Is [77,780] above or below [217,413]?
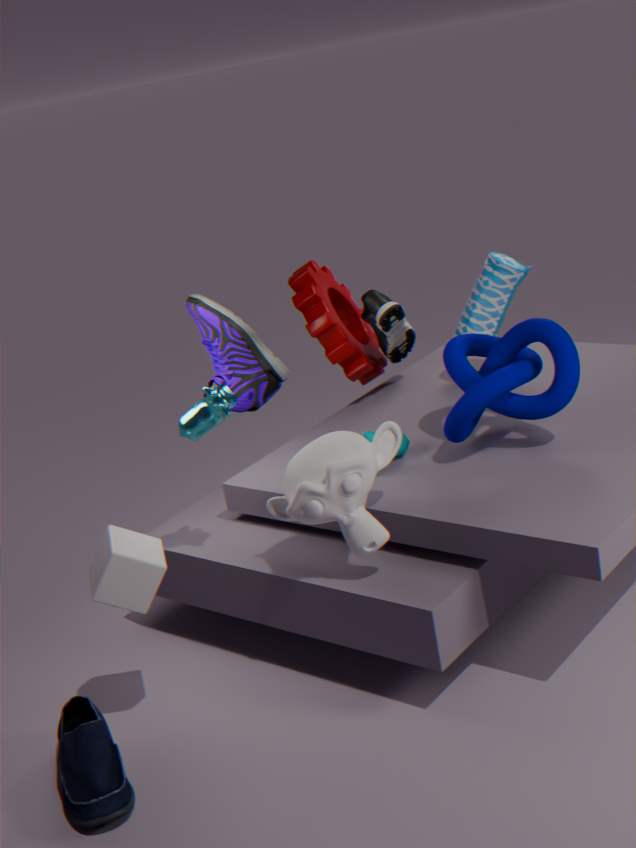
below
